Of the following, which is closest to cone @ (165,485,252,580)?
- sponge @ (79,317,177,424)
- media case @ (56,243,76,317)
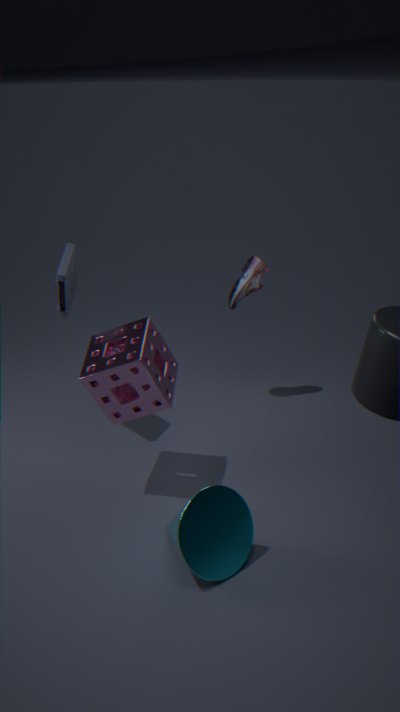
sponge @ (79,317,177,424)
